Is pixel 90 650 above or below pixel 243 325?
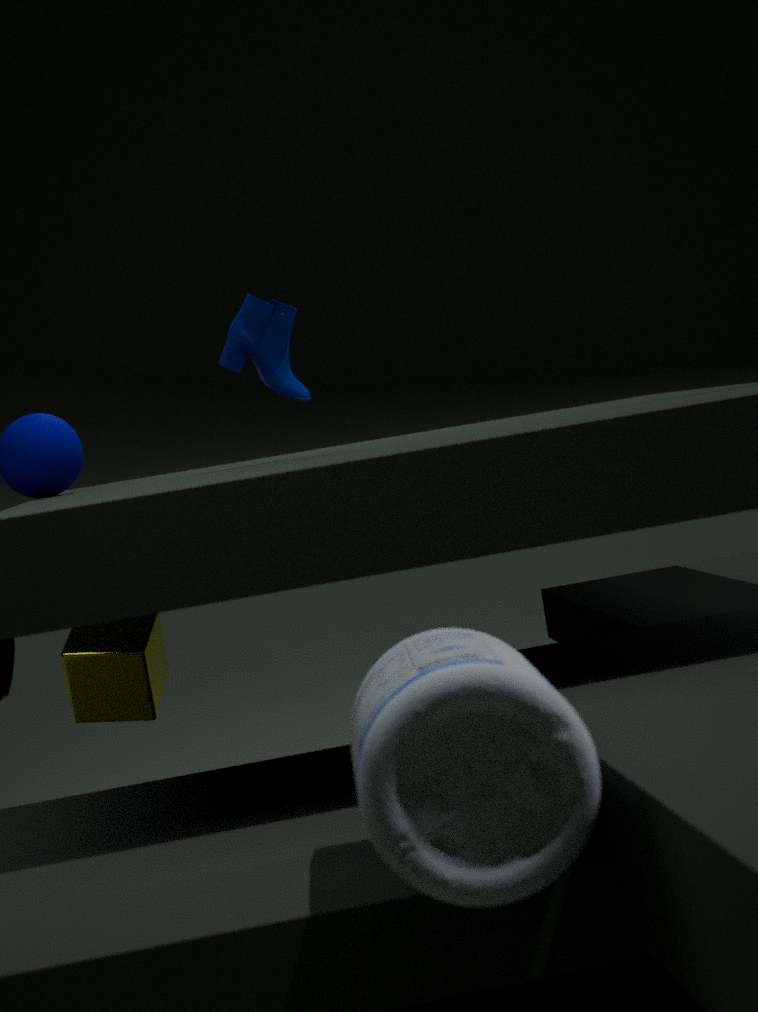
below
